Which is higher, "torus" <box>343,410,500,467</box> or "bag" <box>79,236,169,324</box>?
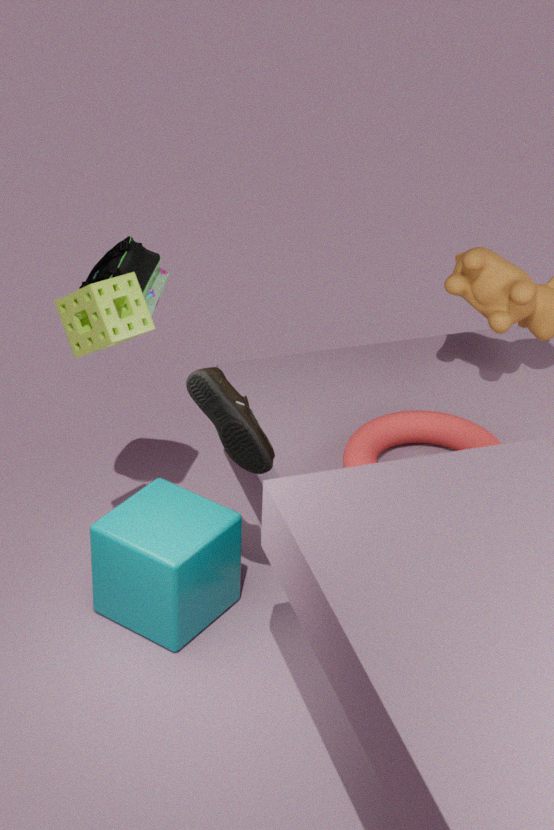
"bag" <box>79,236,169,324</box>
